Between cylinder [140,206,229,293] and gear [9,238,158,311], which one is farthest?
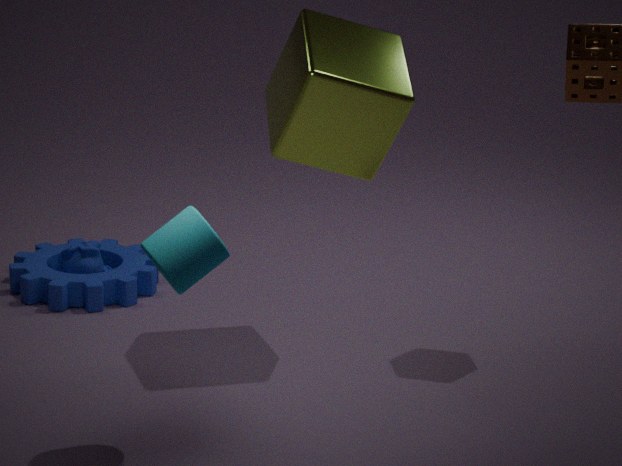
gear [9,238,158,311]
